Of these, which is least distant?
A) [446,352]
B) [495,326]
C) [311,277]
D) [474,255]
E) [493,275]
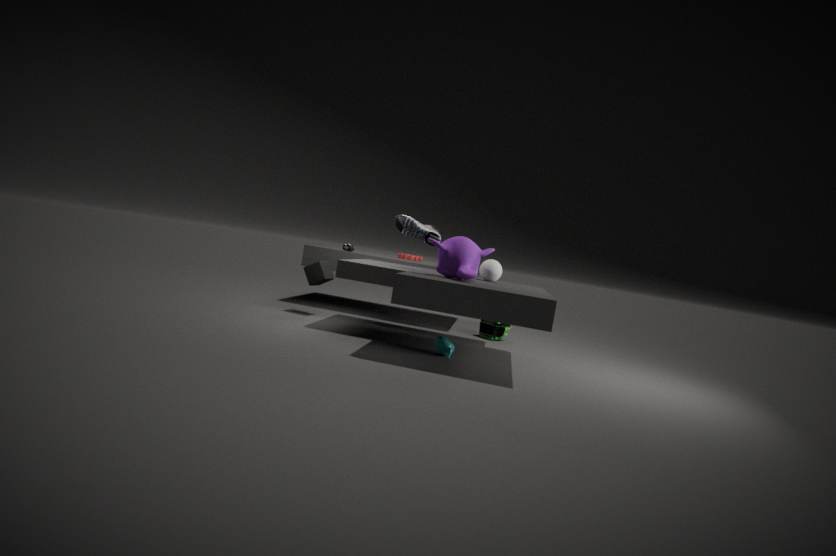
[474,255]
